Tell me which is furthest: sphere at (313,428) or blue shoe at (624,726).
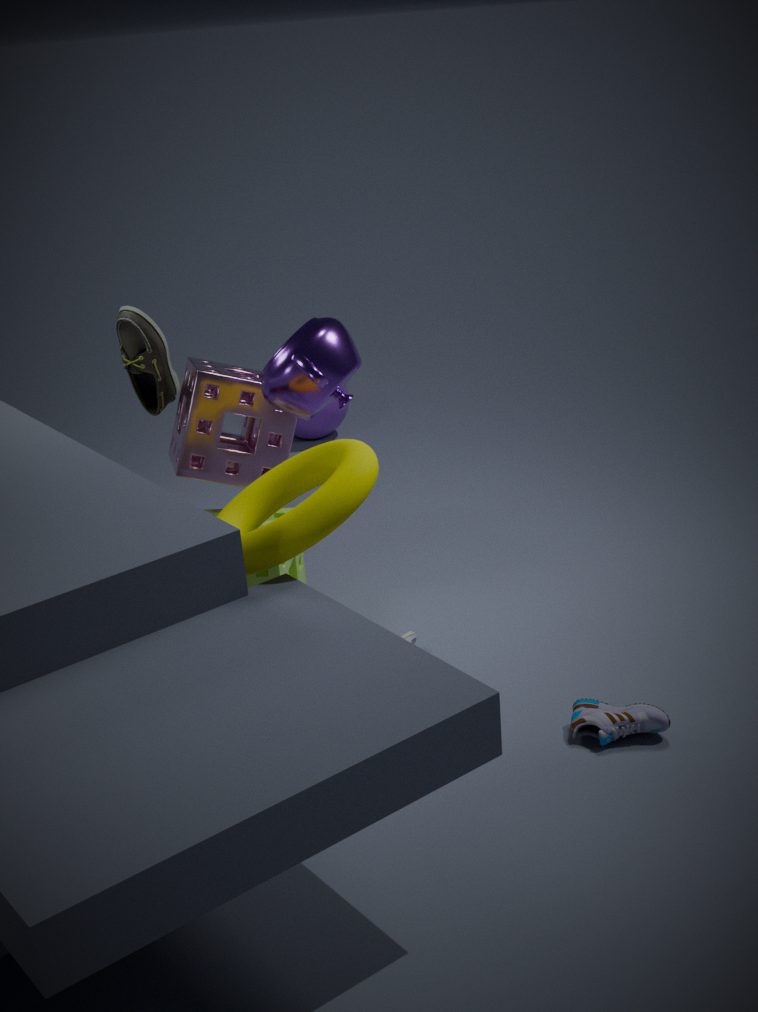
sphere at (313,428)
